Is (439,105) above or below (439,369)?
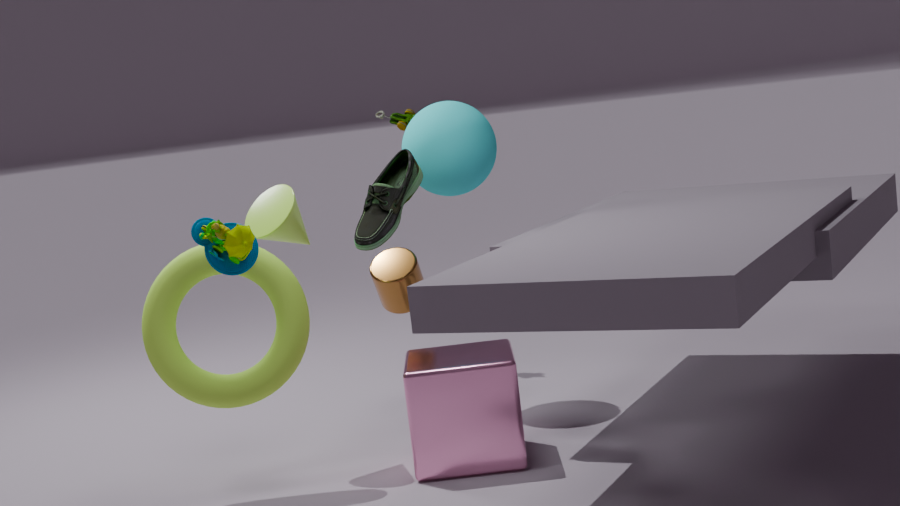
above
